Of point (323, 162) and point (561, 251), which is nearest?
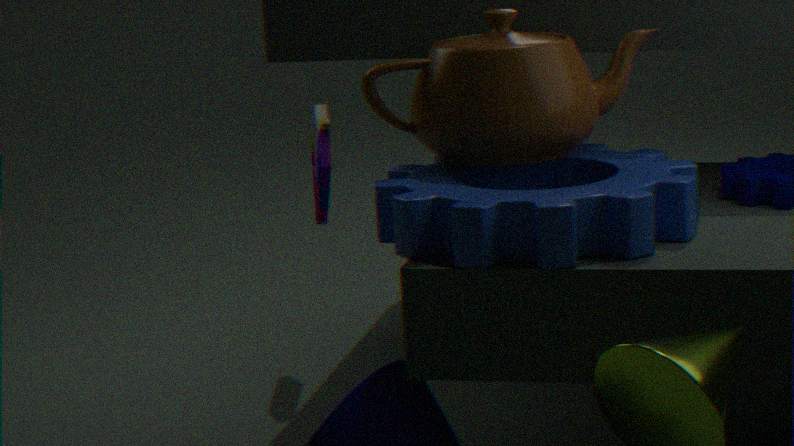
point (561, 251)
